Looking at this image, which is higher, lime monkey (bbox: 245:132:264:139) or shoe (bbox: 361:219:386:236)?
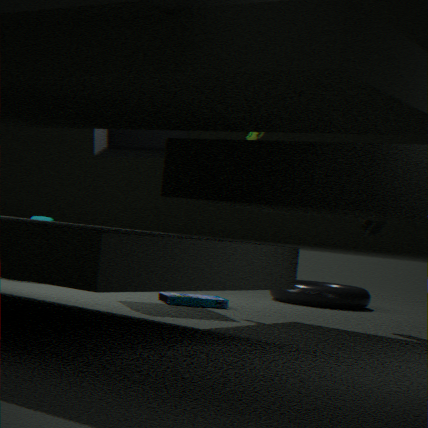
lime monkey (bbox: 245:132:264:139)
